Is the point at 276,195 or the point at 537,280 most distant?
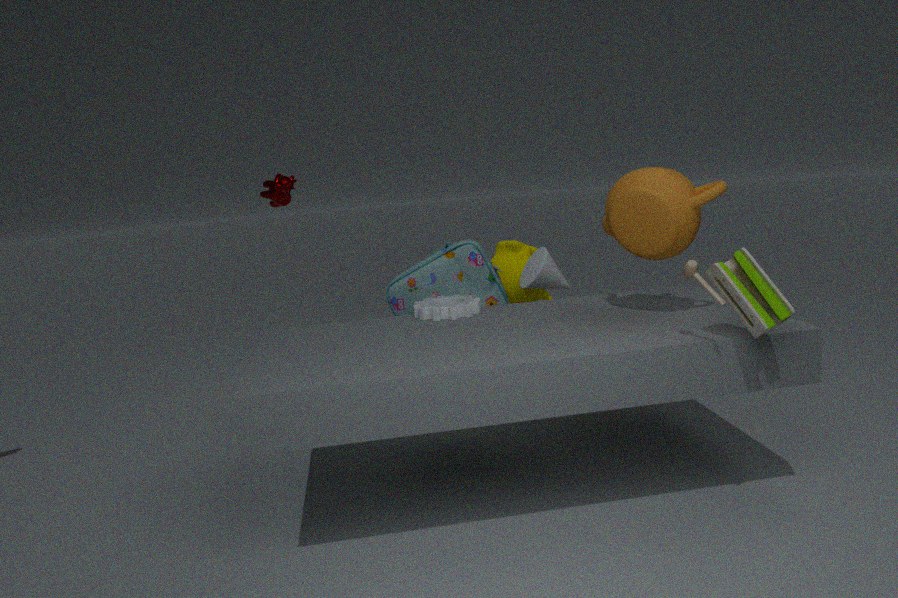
the point at 276,195
